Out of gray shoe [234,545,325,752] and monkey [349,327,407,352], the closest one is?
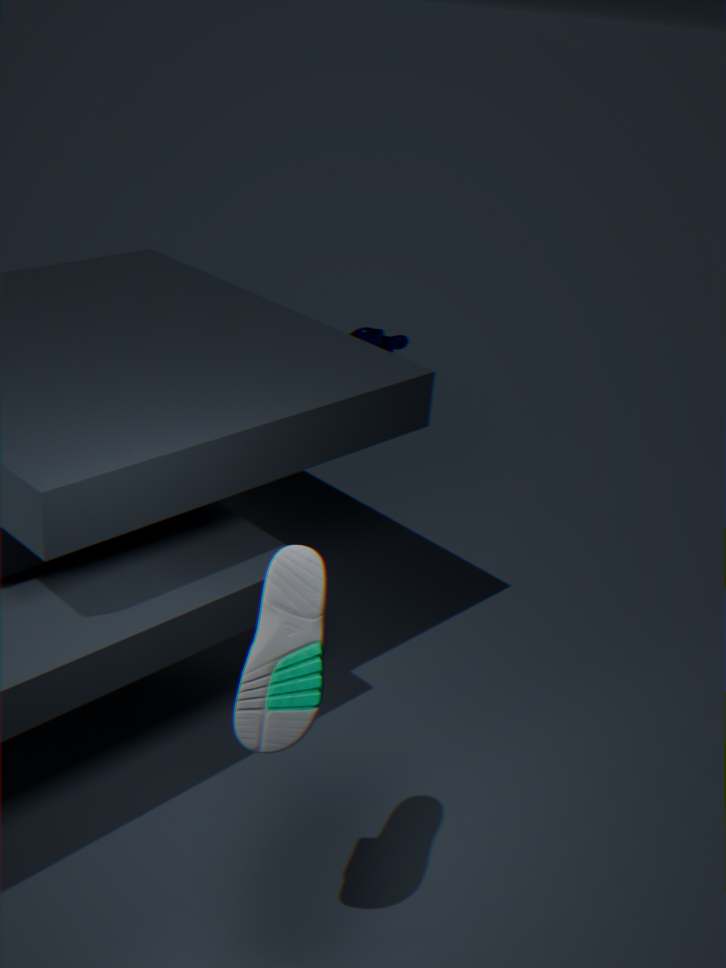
gray shoe [234,545,325,752]
